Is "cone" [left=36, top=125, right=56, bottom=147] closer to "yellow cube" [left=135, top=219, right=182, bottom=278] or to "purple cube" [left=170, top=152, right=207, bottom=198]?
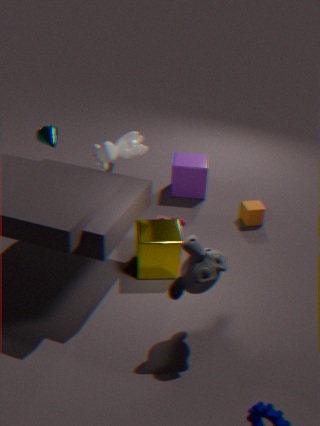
"purple cube" [left=170, top=152, right=207, bottom=198]
